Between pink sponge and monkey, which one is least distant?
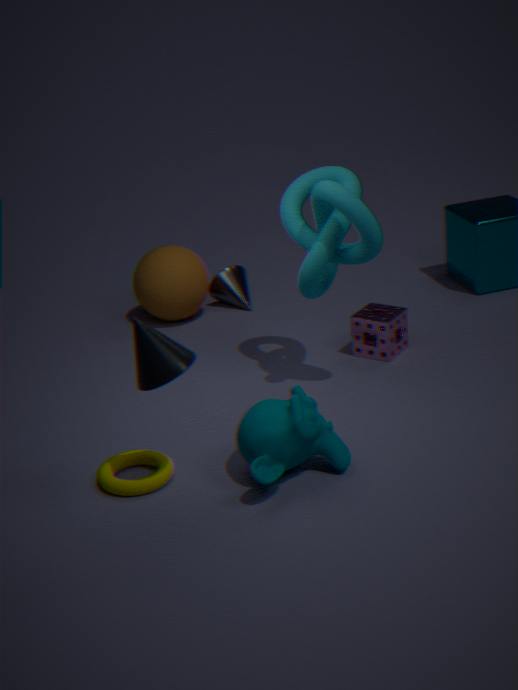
monkey
